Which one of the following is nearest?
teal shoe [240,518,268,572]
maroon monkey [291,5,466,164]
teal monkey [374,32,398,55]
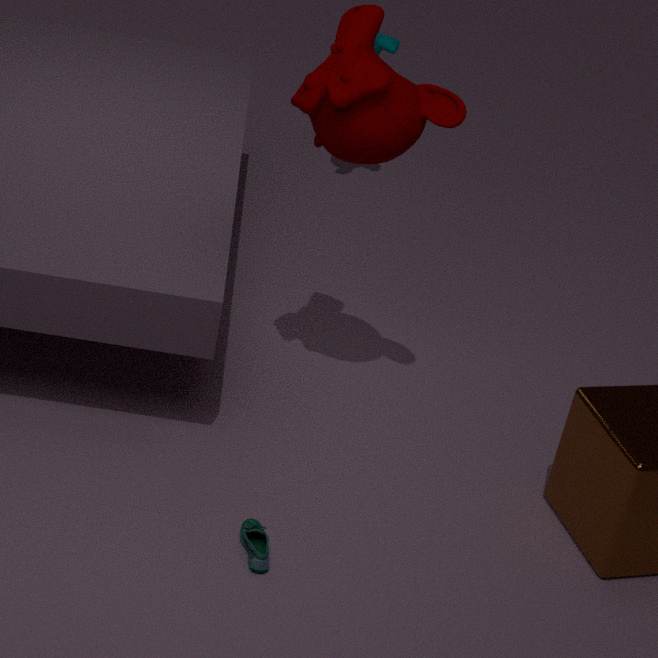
teal shoe [240,518,268,572]
